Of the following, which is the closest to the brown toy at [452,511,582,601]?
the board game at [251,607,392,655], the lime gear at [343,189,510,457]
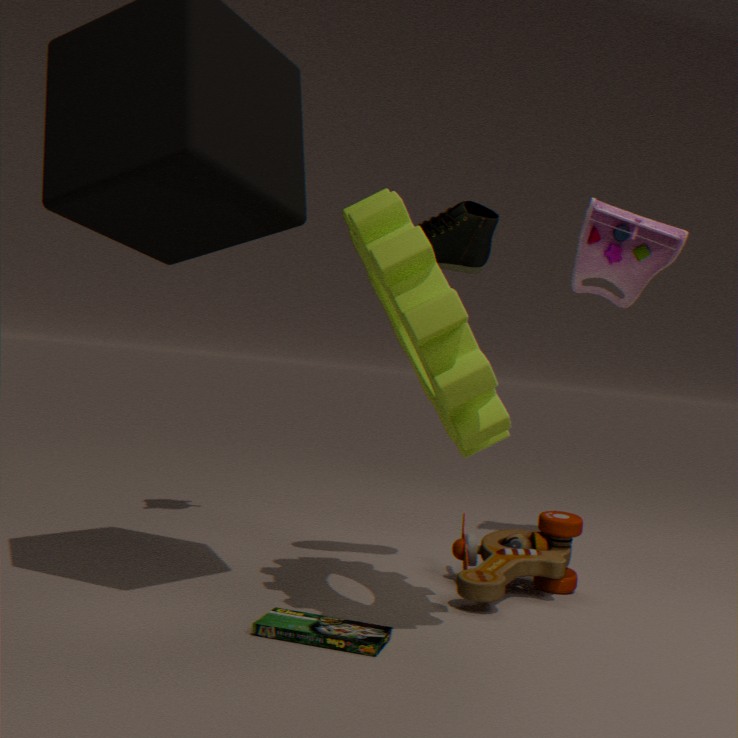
the board game at [251,607,392,655]
